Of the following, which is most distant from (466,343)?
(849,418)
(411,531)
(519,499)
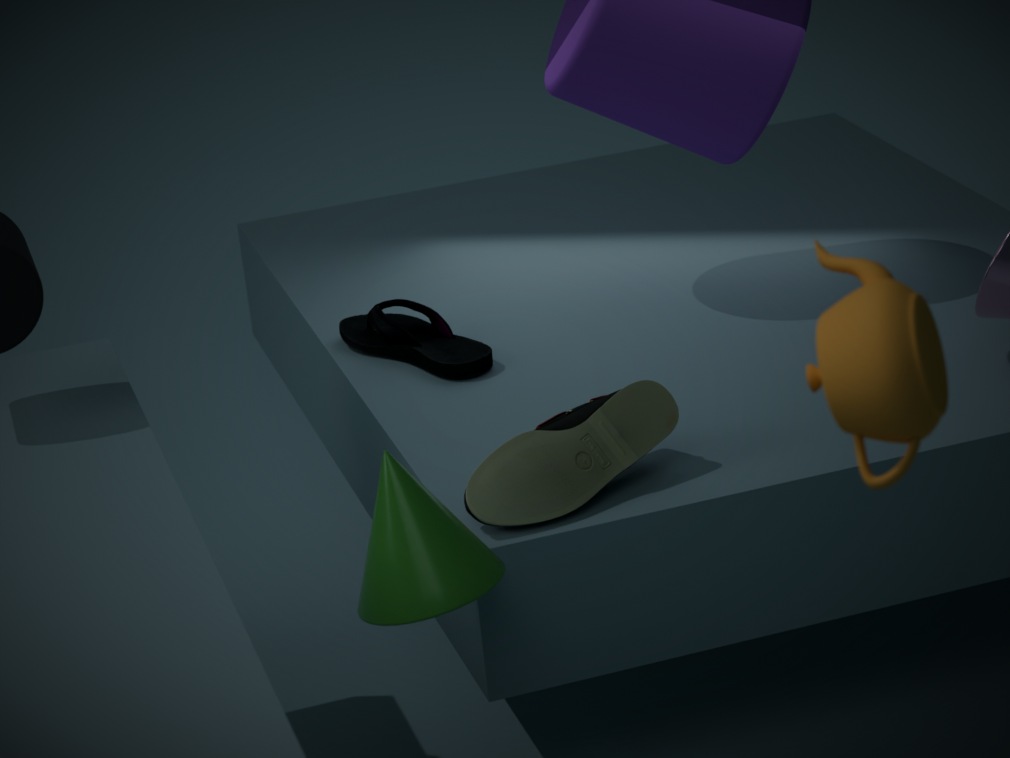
(849,418)
